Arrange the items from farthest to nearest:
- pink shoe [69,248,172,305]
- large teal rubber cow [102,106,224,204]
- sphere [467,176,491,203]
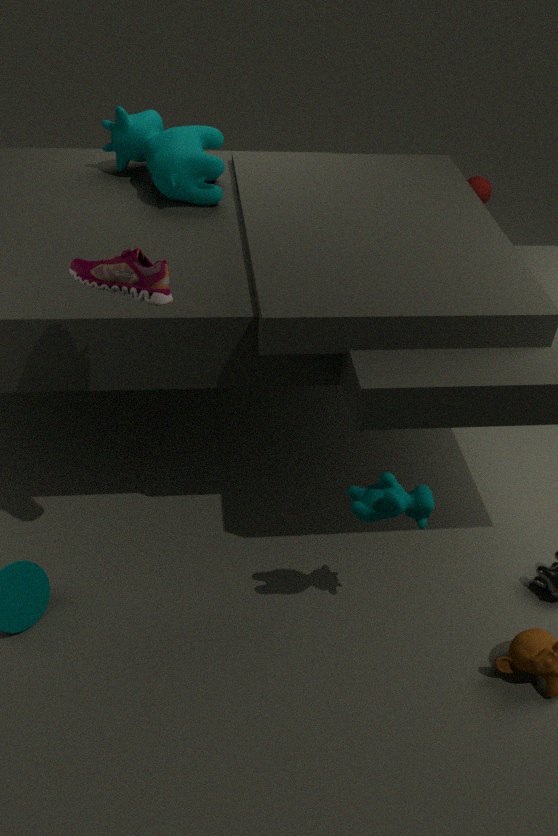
sphere [467,176,491,203] → large teal rubber cow [102,106,224,204] → pink shoe [69,248,172,305]
